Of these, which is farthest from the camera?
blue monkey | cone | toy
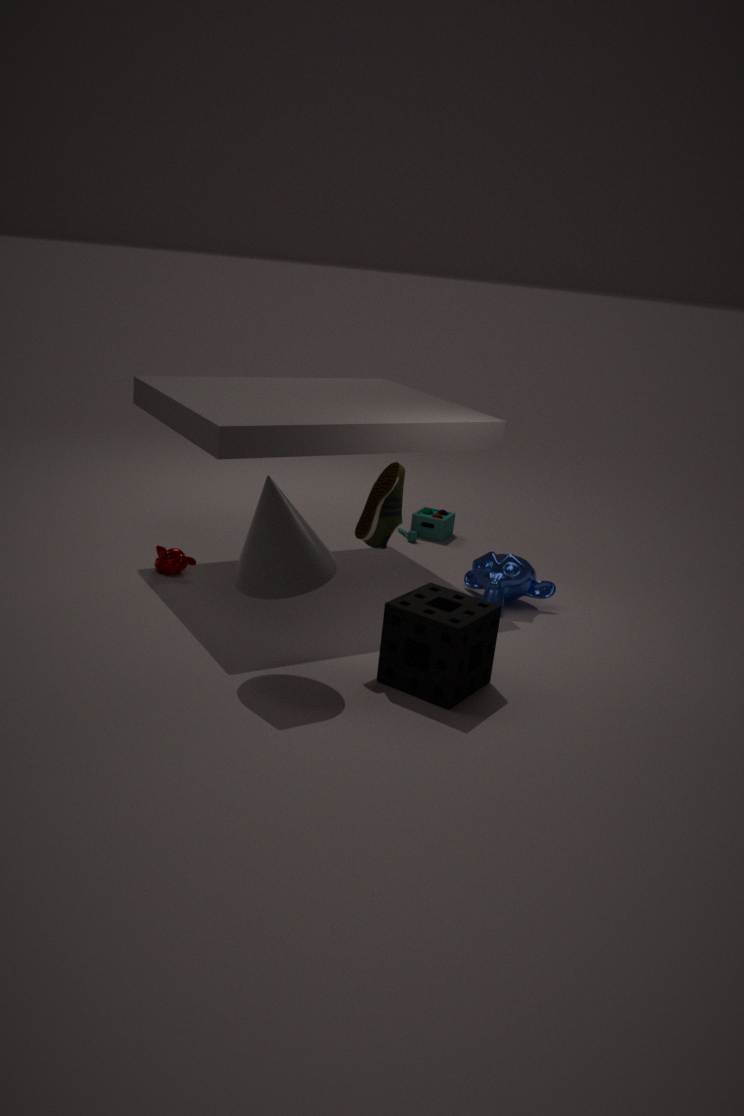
toy
